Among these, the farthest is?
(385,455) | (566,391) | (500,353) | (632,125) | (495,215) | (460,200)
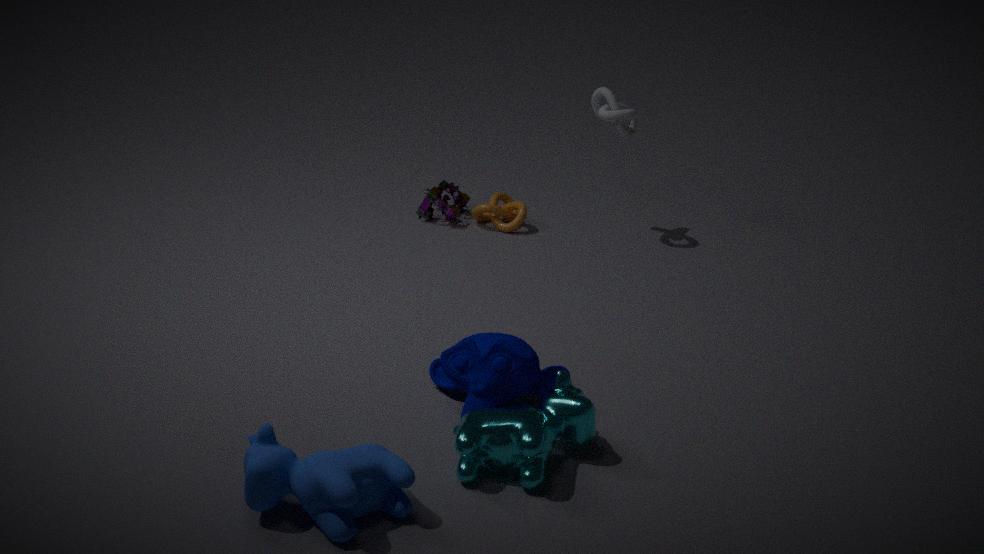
(460,200)
